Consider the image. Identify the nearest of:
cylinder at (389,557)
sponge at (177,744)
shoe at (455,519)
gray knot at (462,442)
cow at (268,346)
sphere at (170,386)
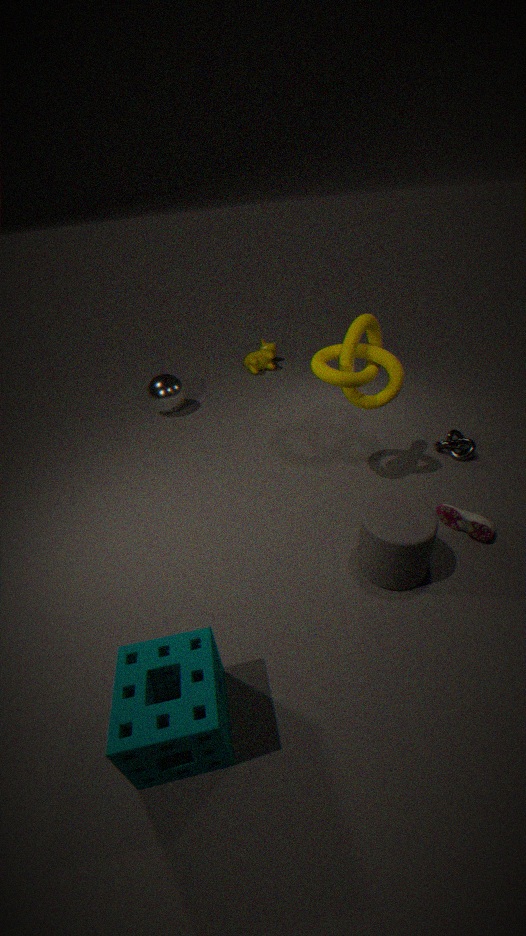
sponge at (177,744)
